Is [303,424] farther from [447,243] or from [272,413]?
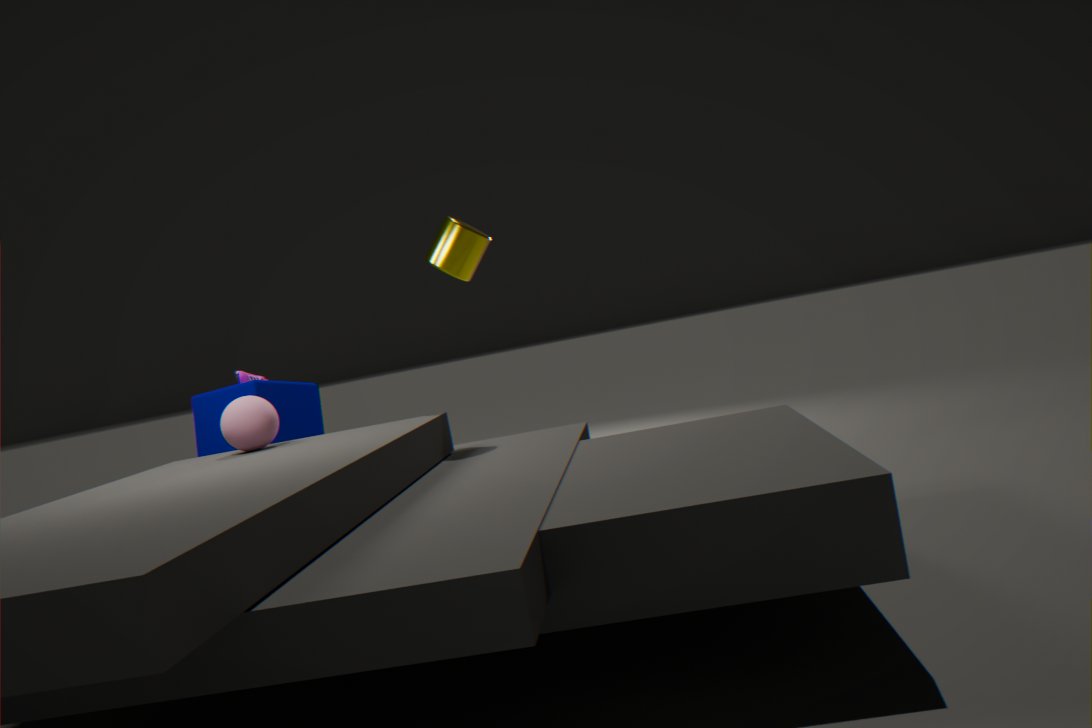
[447,243]
